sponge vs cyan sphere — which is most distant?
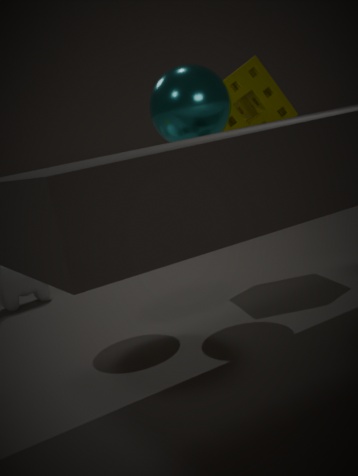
sponge
